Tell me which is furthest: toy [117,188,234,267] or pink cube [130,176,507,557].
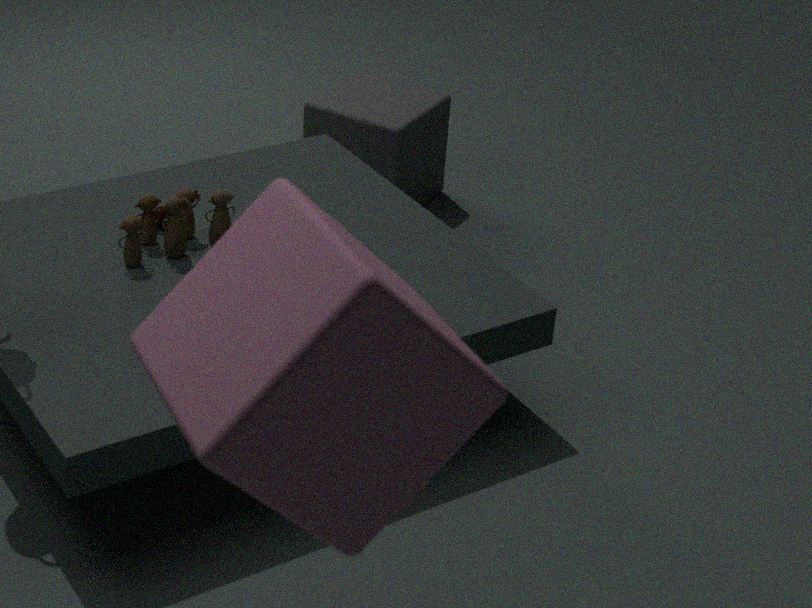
toy [117,188,234,267]
